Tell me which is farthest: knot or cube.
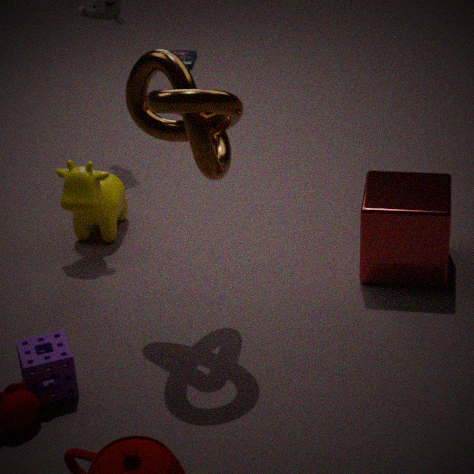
cube
